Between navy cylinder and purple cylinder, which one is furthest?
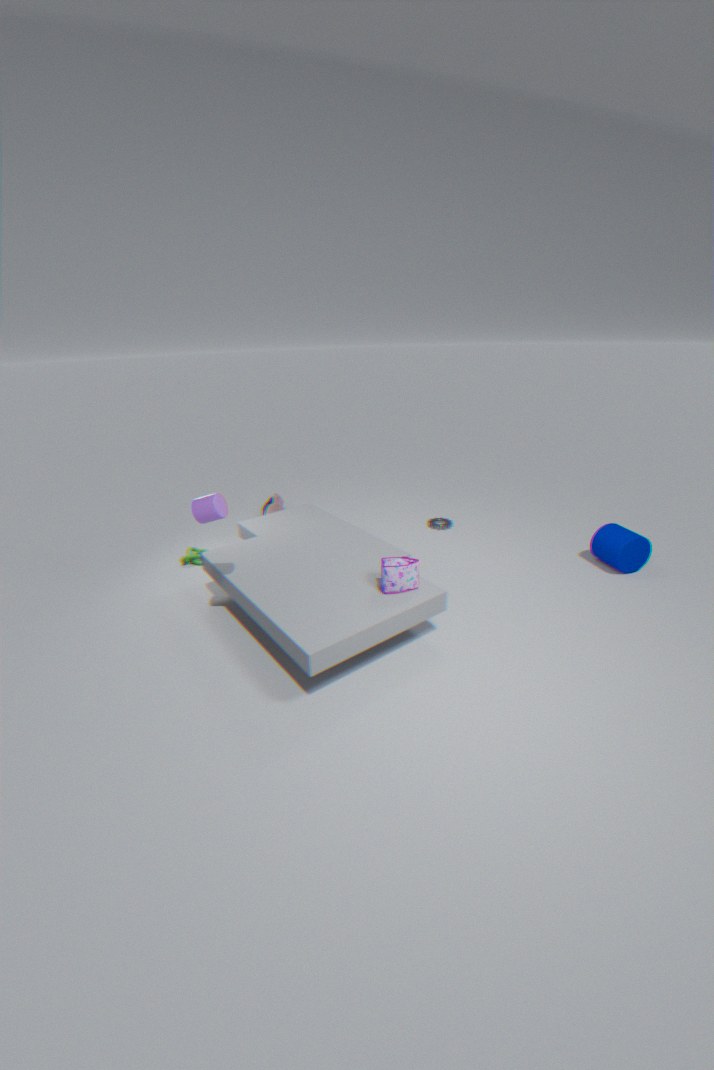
navy cylinder
